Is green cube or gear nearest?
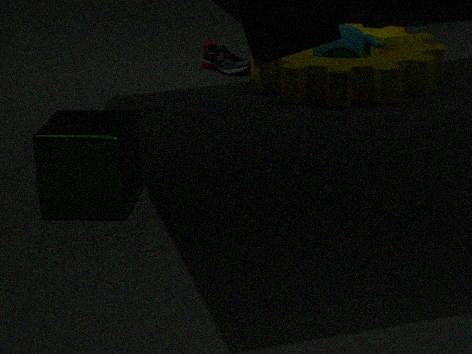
green cube
